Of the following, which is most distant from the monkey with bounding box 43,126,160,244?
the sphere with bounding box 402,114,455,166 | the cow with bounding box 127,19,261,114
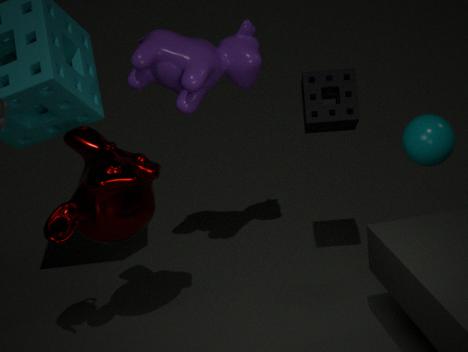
the sphere with bounding box 402,114,455,166
